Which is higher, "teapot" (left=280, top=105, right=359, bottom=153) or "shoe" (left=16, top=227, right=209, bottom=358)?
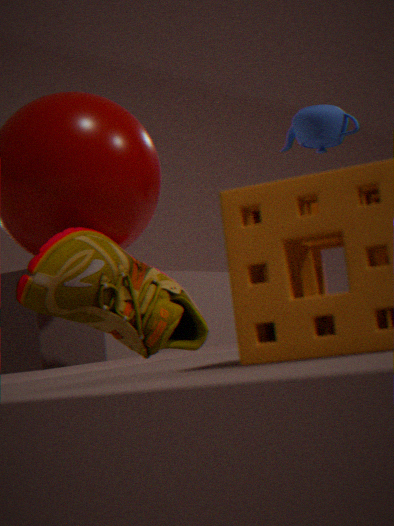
"teapot" (left=280, top=105, right=359, bottom=153)
